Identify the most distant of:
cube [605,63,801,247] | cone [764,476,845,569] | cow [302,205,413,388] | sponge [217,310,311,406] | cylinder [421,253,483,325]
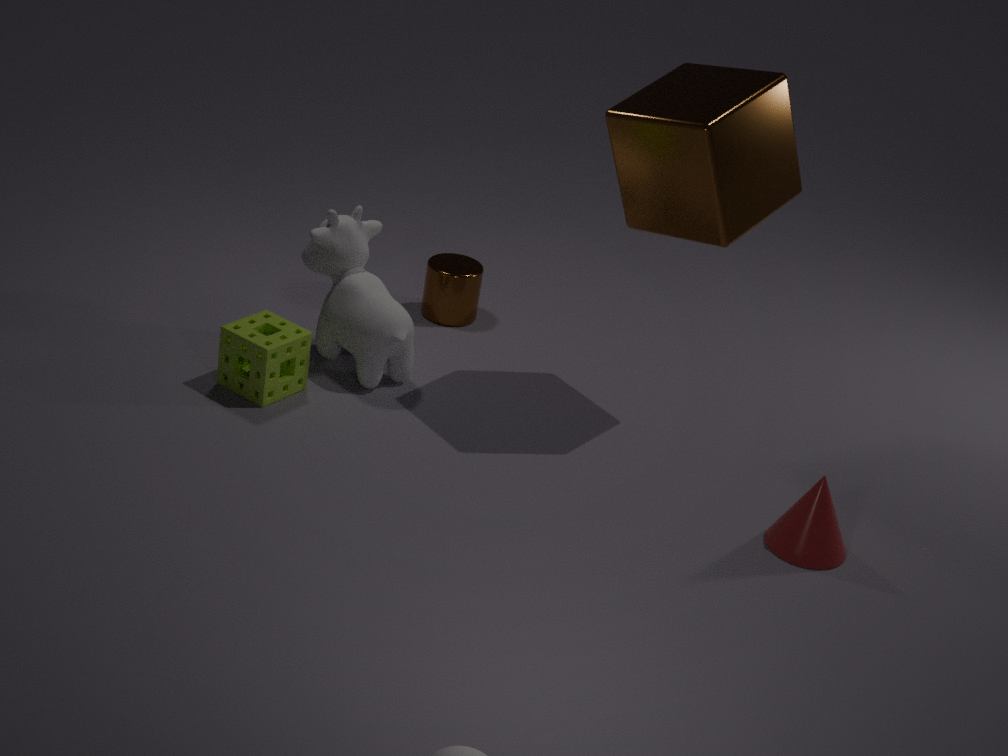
cylinder [421,253,483,325]
